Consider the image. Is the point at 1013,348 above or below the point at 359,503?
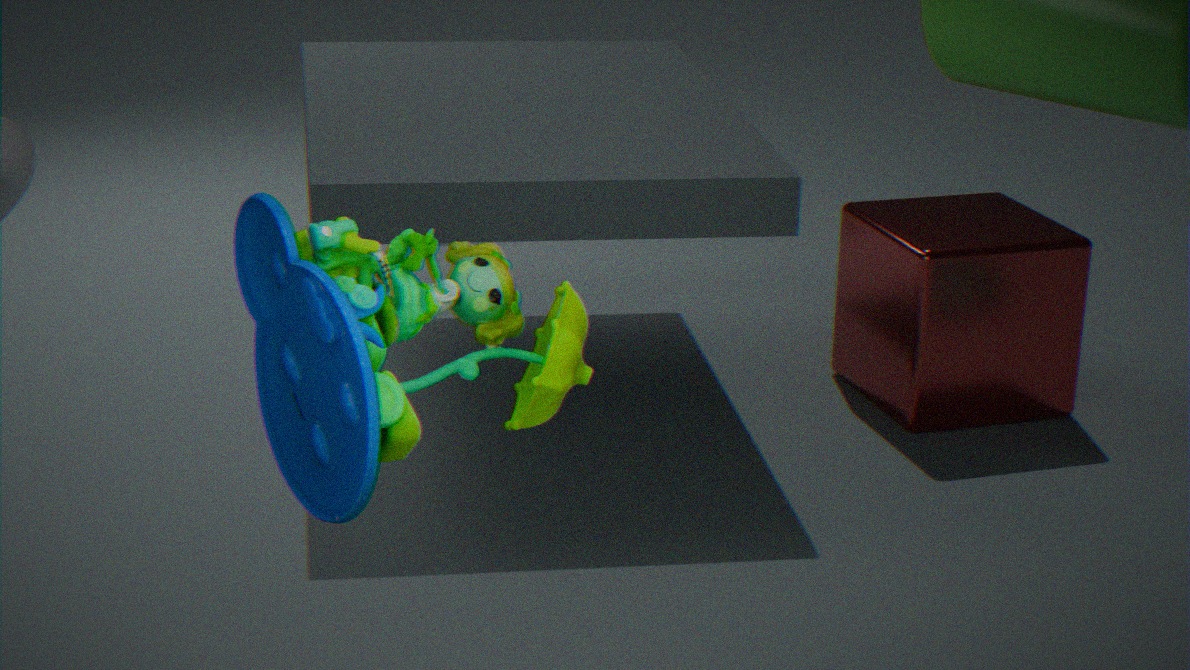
below
